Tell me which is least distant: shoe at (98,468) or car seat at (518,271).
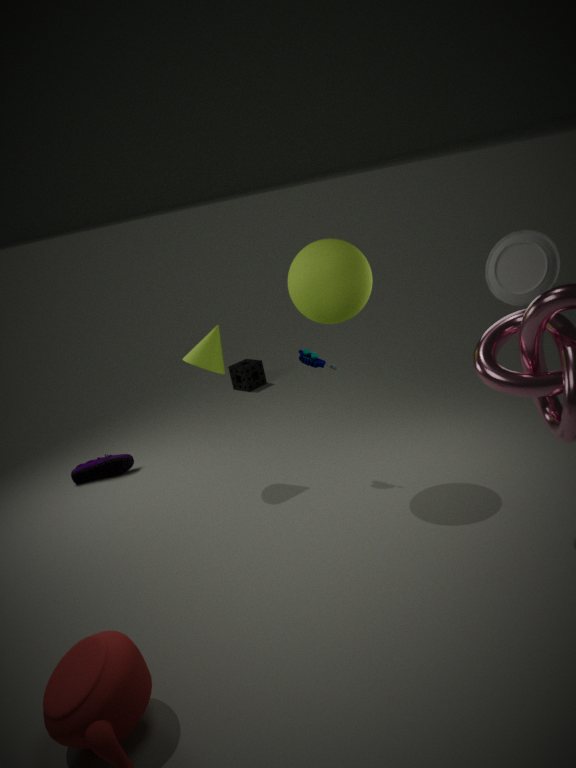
car seat at (518,271)
